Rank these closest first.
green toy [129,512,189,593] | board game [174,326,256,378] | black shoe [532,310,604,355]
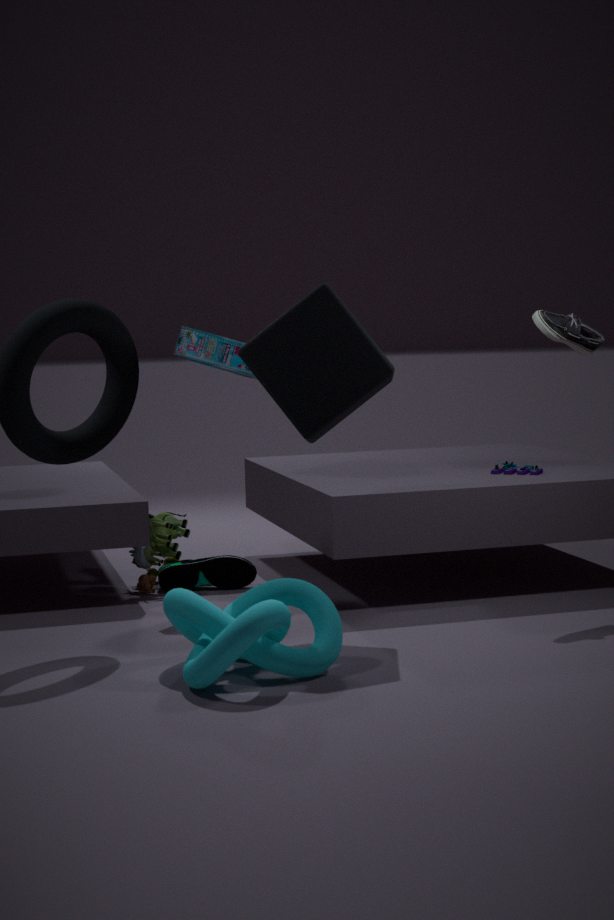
black shoe [532,310,604,355], board game [174,326,256,378], green toy [129,512,189,593]
